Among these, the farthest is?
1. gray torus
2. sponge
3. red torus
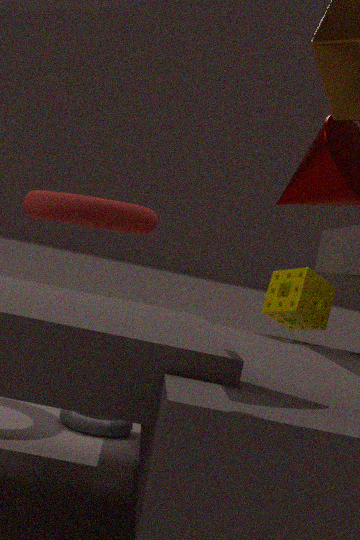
sponge
